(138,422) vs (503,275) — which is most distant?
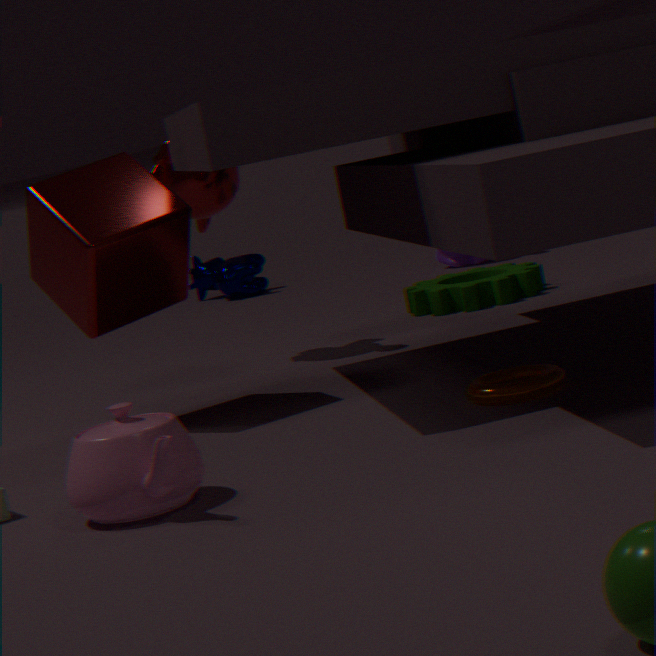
(503,275)
